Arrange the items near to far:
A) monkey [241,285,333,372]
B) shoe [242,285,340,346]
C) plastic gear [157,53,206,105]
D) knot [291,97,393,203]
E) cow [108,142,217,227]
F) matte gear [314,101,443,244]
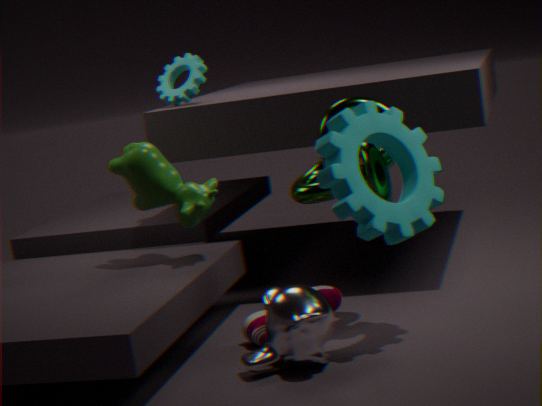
1. F. matte gear [314,101,443,244]
2. A. monkey [241,285,333,372]
3. D. knot [291,97,393,203]
4. B. shoe [242,285,340,346]
5. E. cow [108,142,217,227]
6. C. plastic gear [157,53,206,105]
